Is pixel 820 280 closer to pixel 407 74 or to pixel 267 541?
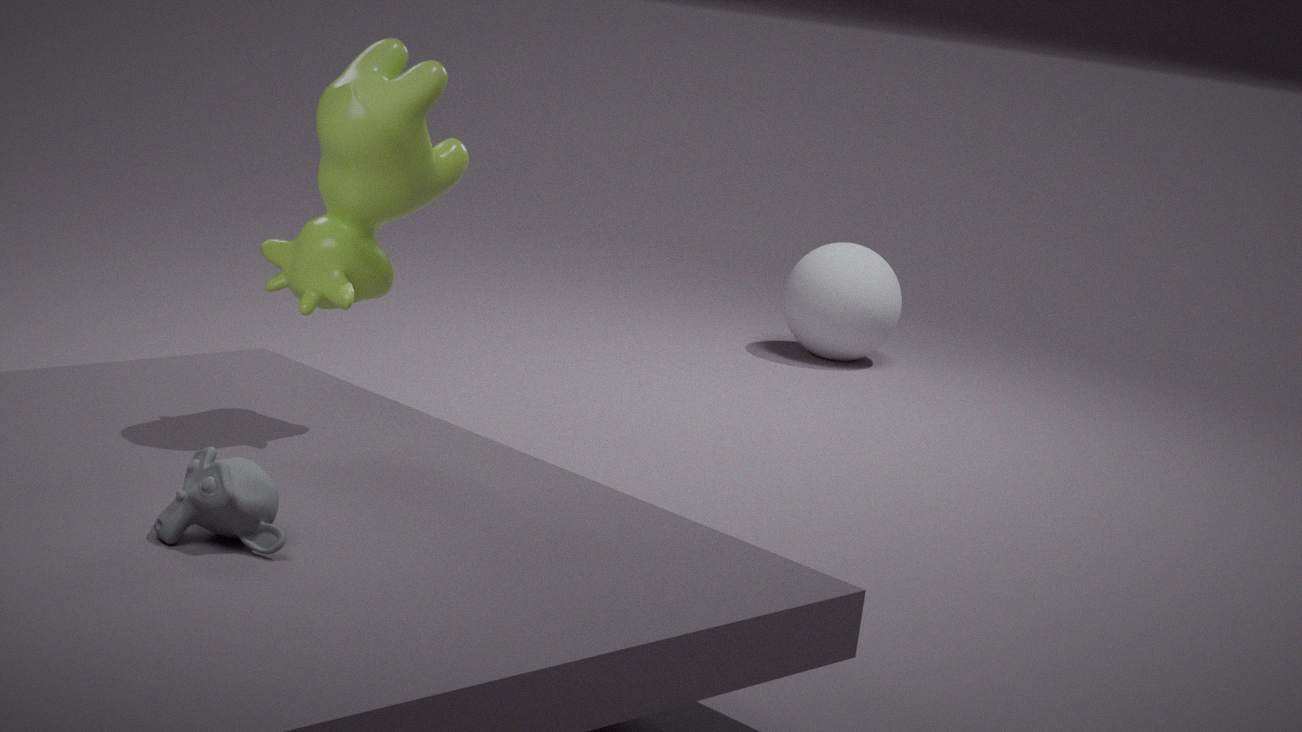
pixel 407 74
